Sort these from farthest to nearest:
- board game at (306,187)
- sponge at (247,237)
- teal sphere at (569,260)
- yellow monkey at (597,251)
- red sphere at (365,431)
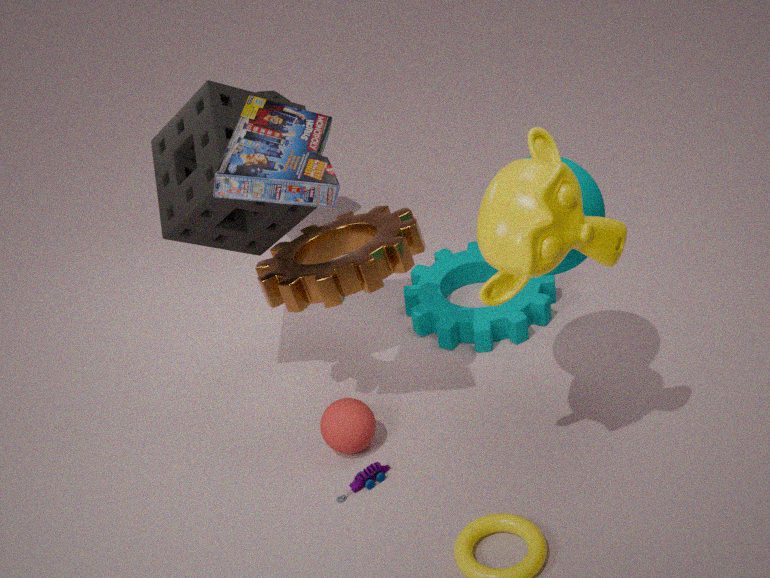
red sphere at (365,431) → sponge at (247,237) → teal sphere at (569,260) → board game at (306,187) → yellow monkey at (597,251)
